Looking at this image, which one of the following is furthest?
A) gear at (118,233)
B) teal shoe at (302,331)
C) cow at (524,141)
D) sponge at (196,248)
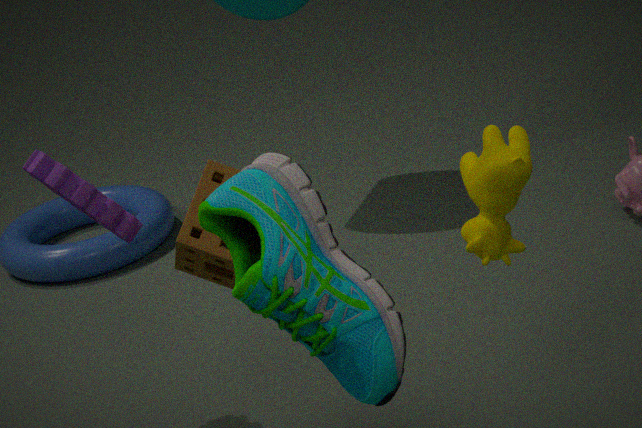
gear at (118,233)
